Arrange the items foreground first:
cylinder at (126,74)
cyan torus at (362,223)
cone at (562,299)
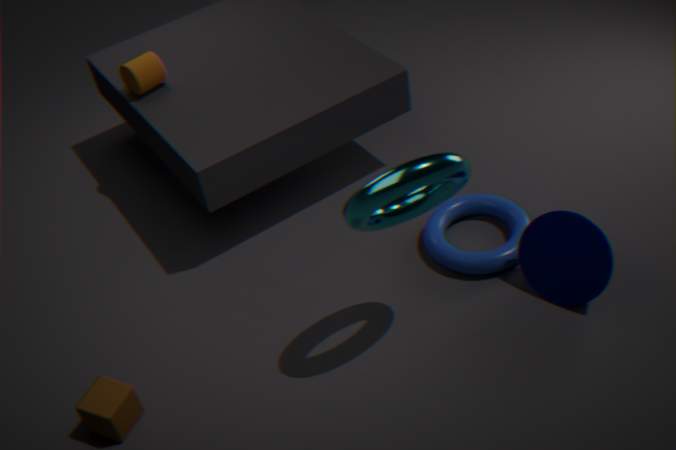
cyan torus at (362,223)
cone at (562,299)
cylinder at (126,74)
